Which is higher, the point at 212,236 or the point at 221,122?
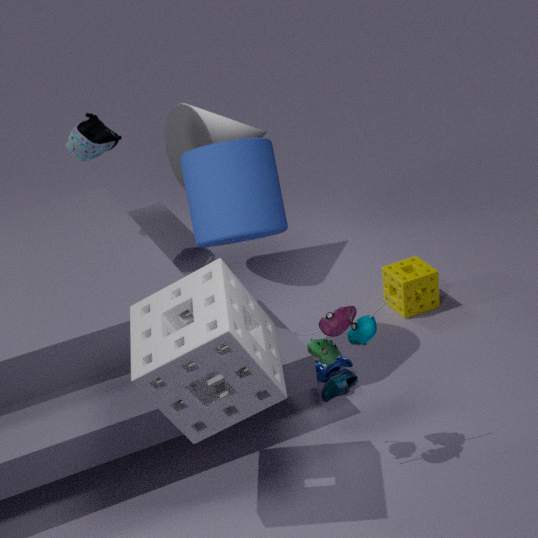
the point at 212,236
